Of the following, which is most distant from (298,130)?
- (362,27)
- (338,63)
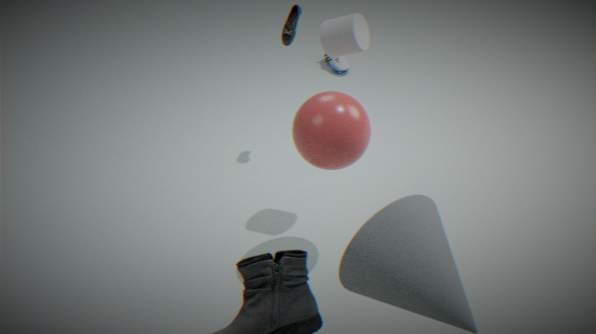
(338,63)
